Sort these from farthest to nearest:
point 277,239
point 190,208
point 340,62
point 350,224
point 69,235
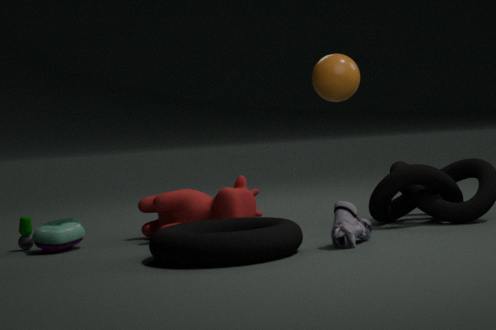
point 190,208 < point 69,235 < point 340,62 < point 350,224 < point 277,239
